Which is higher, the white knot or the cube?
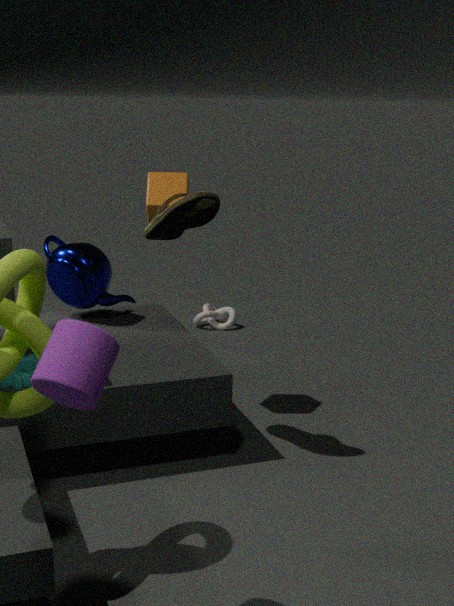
the cube
